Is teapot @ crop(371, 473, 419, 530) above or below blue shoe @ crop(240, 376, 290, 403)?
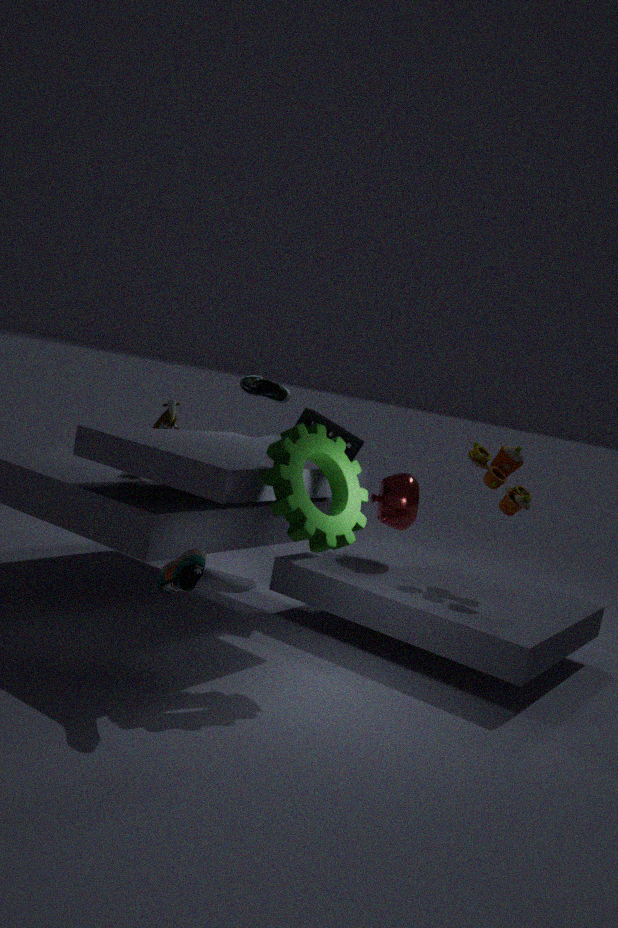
below
